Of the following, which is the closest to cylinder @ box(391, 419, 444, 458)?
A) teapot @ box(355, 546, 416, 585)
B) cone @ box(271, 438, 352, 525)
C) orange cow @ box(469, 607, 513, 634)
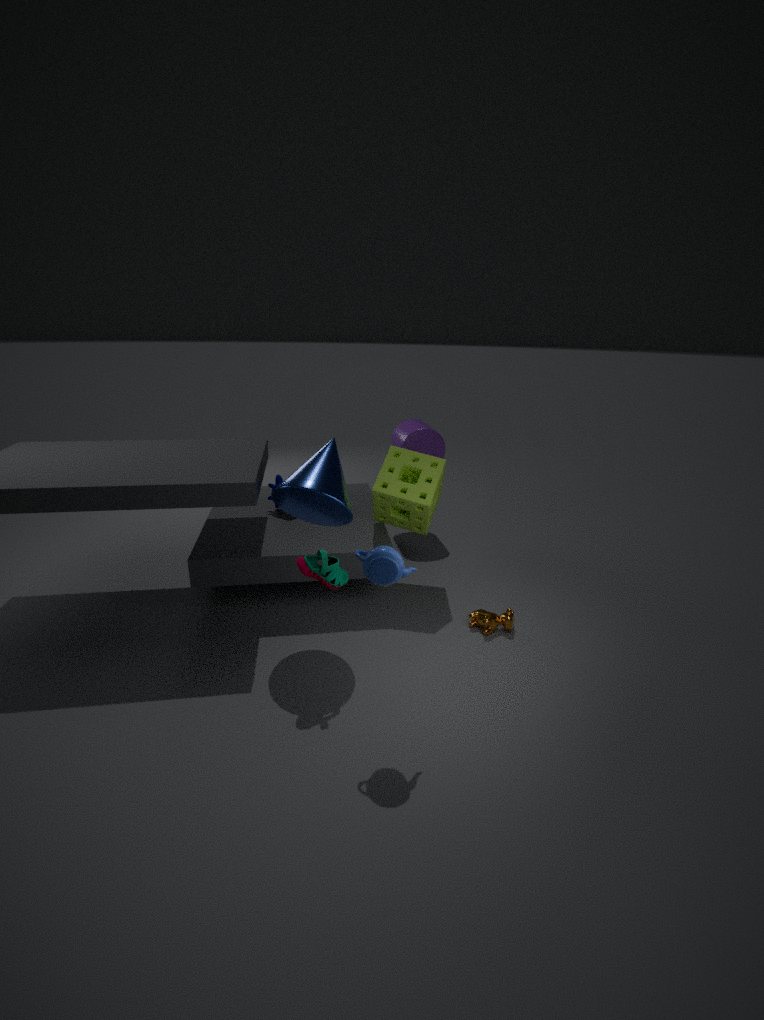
cone @ box(271, 438, 352, 525)
